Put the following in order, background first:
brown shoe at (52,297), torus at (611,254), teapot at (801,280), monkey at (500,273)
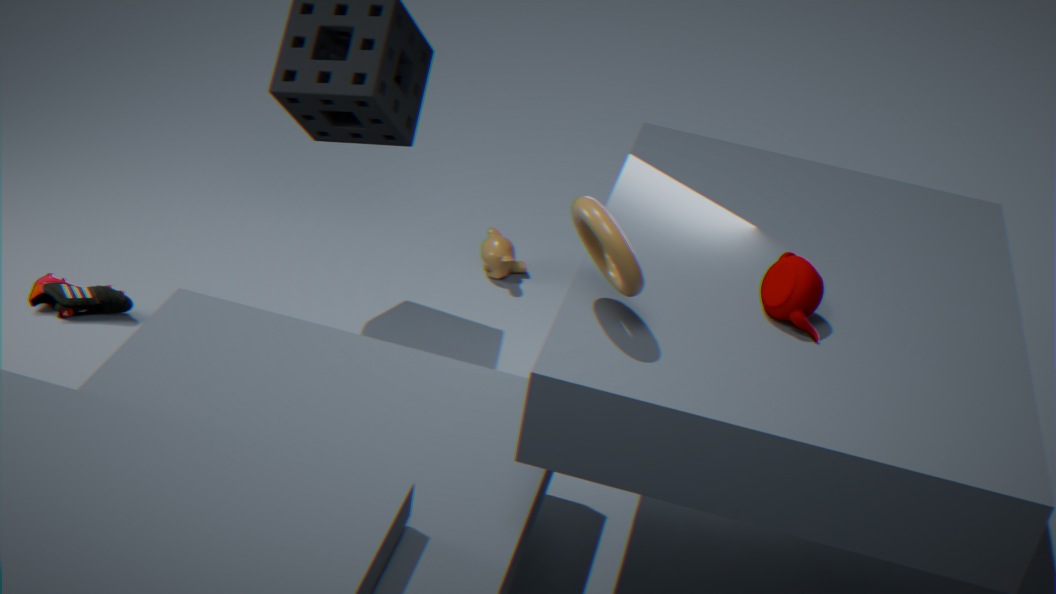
monkey at (500,273)
brown shoe at (52,297)
teapot at (801,280)
torus at (611,254)
